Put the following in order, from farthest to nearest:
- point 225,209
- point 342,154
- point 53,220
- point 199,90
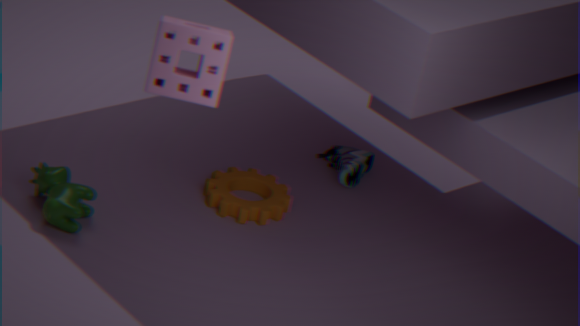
point 342,154, point 225,209, point 53,220, point 199,90
